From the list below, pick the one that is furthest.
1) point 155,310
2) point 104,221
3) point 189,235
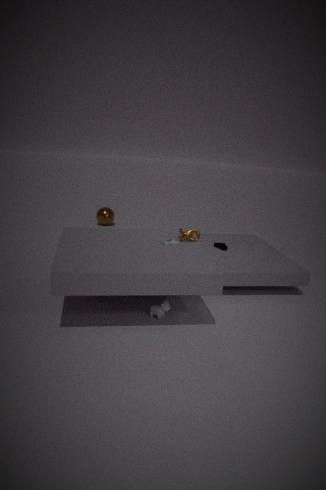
2. point 104,221
